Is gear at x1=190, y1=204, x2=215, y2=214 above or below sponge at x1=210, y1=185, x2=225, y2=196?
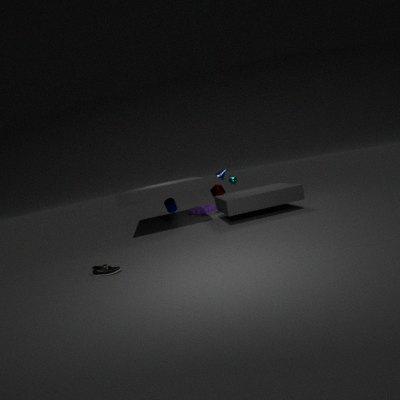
below
